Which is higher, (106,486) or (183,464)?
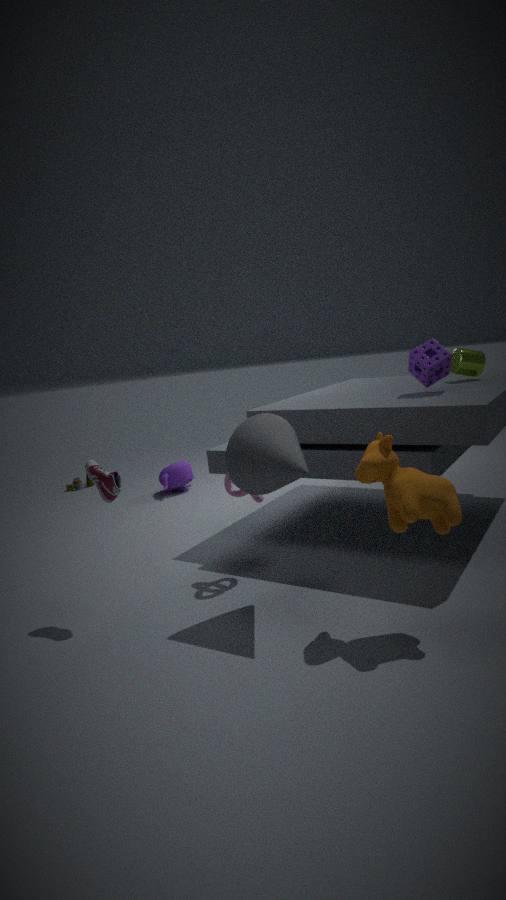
(106,486)
